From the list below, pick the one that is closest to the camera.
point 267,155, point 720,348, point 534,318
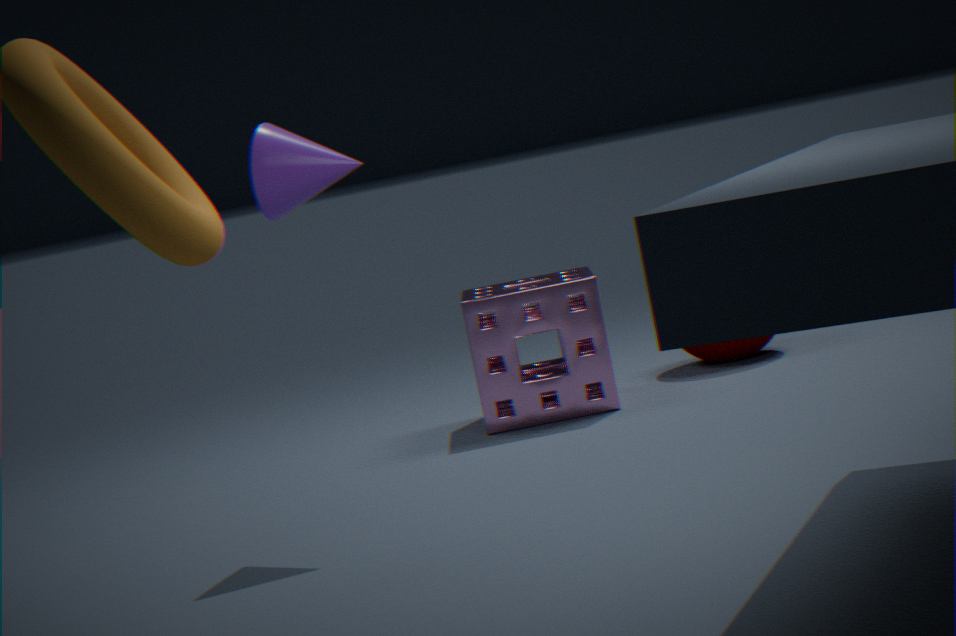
point 267,155
